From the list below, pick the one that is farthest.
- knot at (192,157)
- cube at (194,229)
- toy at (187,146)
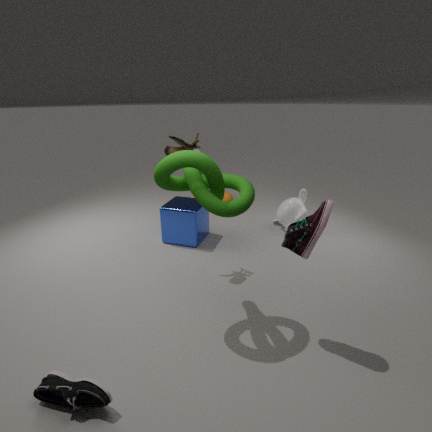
cube at (194,229)
